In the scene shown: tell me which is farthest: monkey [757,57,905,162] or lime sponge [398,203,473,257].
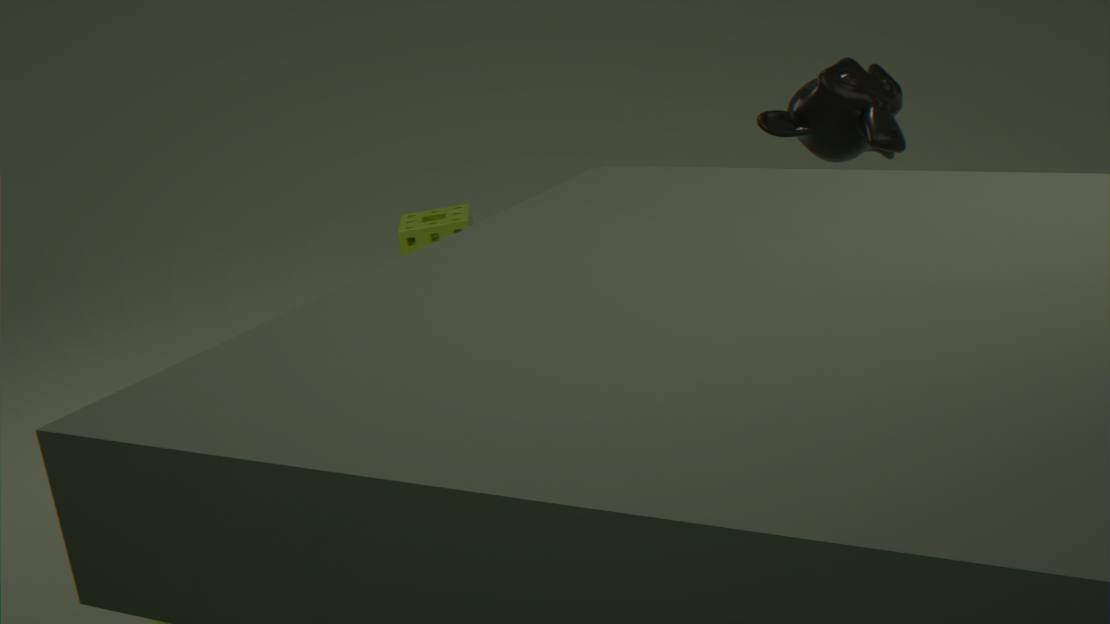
lime sponge [398,203,473,257]
